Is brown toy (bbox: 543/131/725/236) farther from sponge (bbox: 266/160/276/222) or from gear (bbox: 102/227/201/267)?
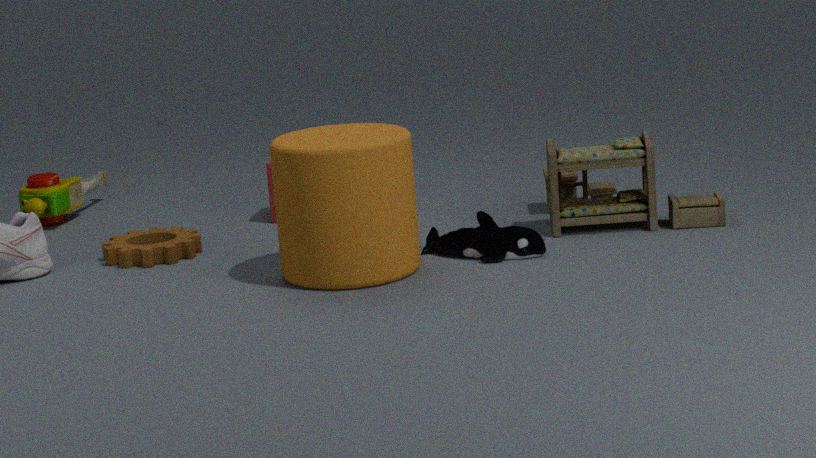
gear (bbox: 102/227/201/267)
